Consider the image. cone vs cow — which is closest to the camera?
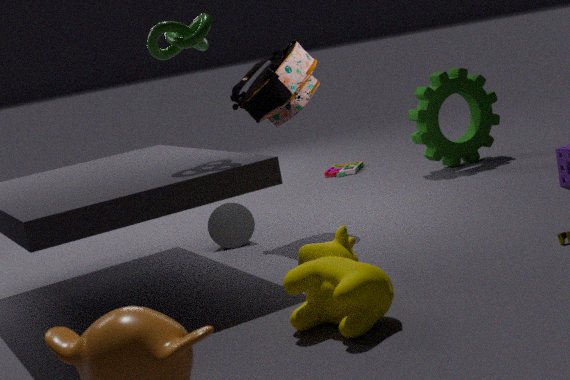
cow
